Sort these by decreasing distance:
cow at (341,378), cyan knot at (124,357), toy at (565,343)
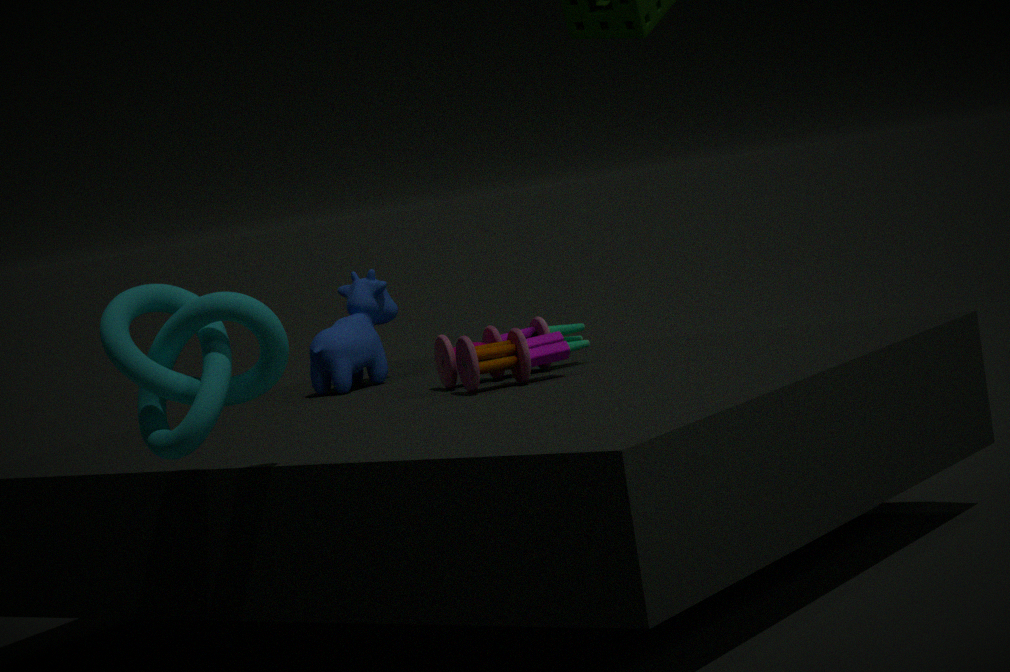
cow at (341,378), toy at (565,343), cyan knot at (124,357)
